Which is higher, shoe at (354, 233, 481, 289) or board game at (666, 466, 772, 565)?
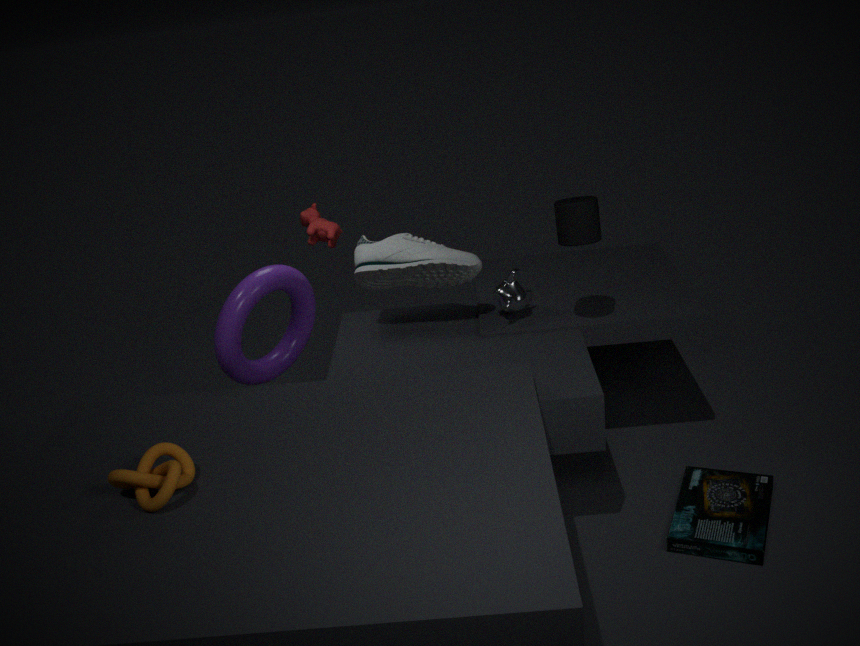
shoe at (354, 233, 481, 289)
